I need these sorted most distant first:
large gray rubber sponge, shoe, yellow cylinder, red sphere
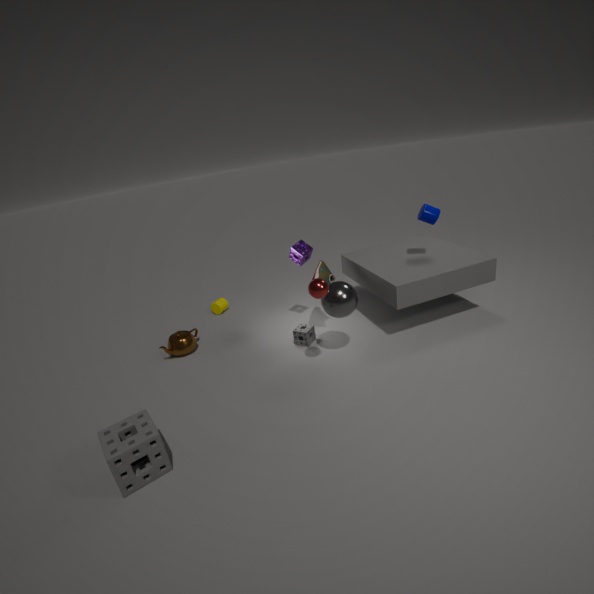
yellow cylinder, shoe, red sphere, large gray rubber sponge
